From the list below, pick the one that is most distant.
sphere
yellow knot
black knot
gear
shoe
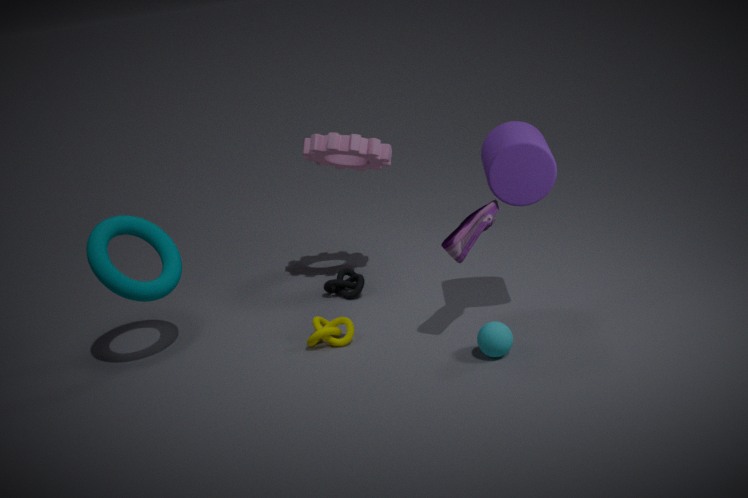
black knot
